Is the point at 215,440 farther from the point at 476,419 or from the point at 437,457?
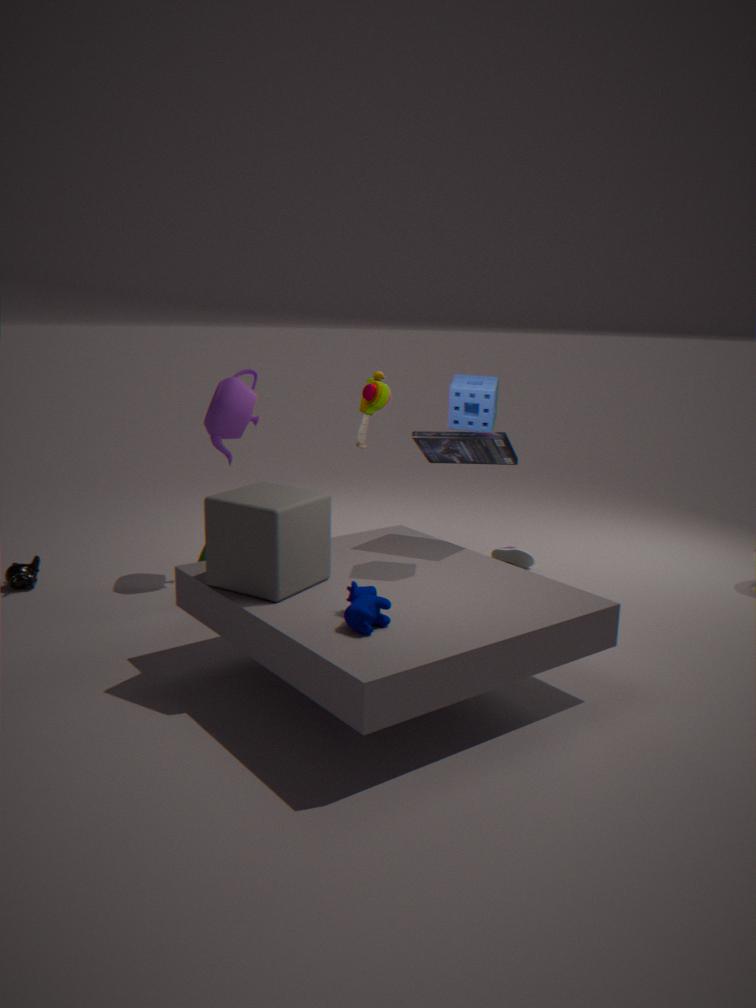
the point at 476,419
